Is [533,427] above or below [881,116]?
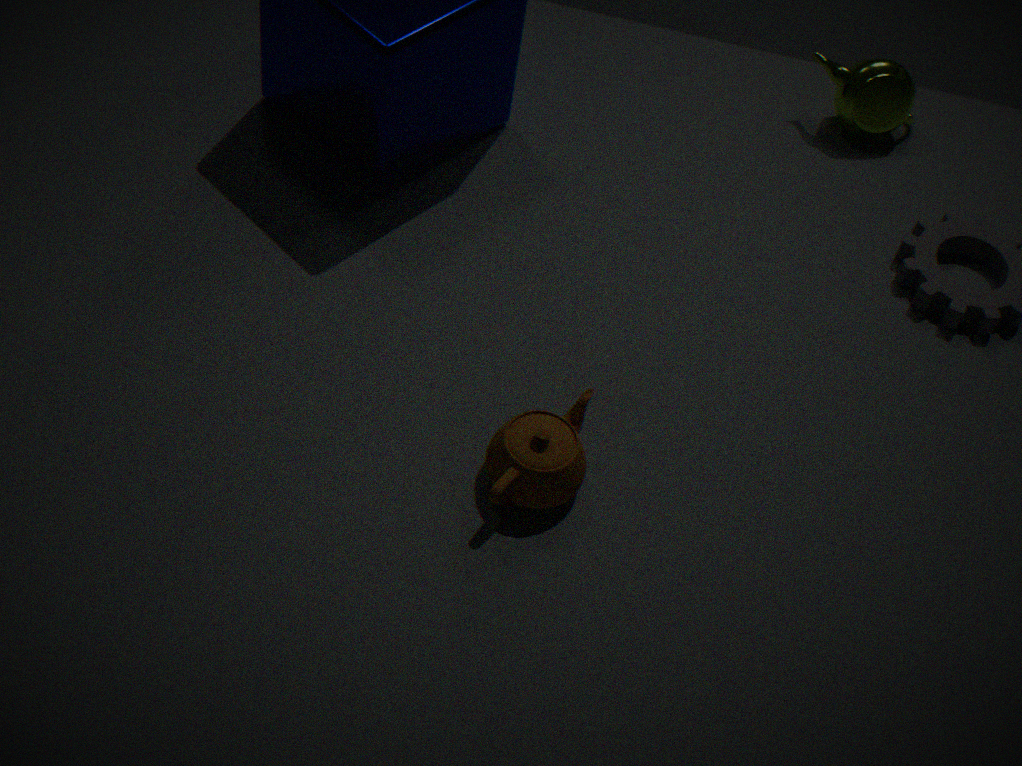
below
